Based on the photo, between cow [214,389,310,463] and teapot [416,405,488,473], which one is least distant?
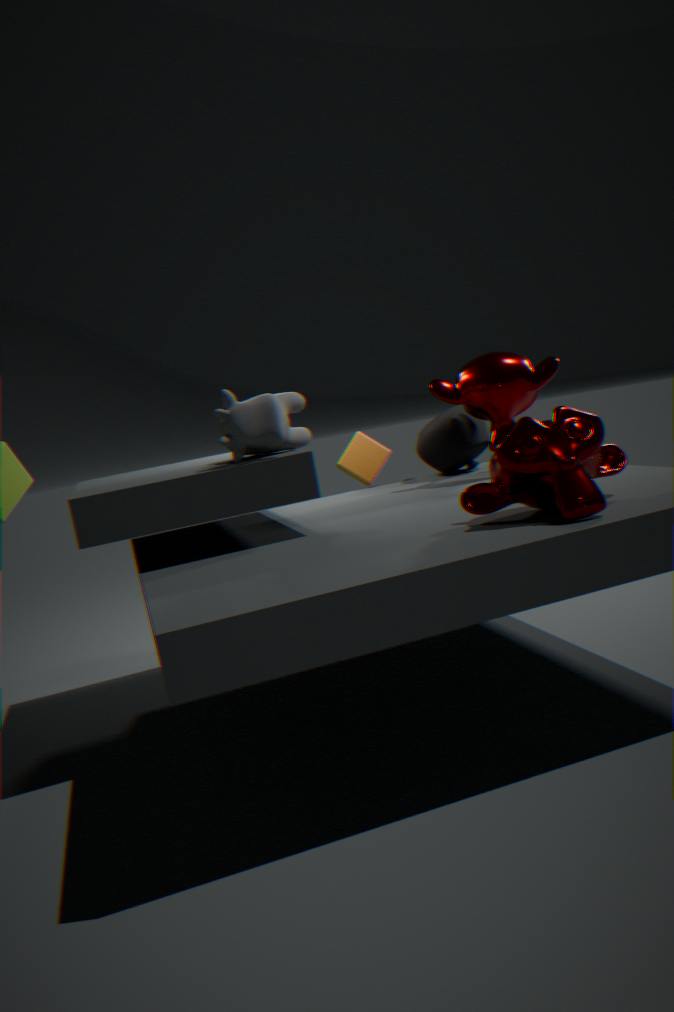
cow [214,389,310,463]
